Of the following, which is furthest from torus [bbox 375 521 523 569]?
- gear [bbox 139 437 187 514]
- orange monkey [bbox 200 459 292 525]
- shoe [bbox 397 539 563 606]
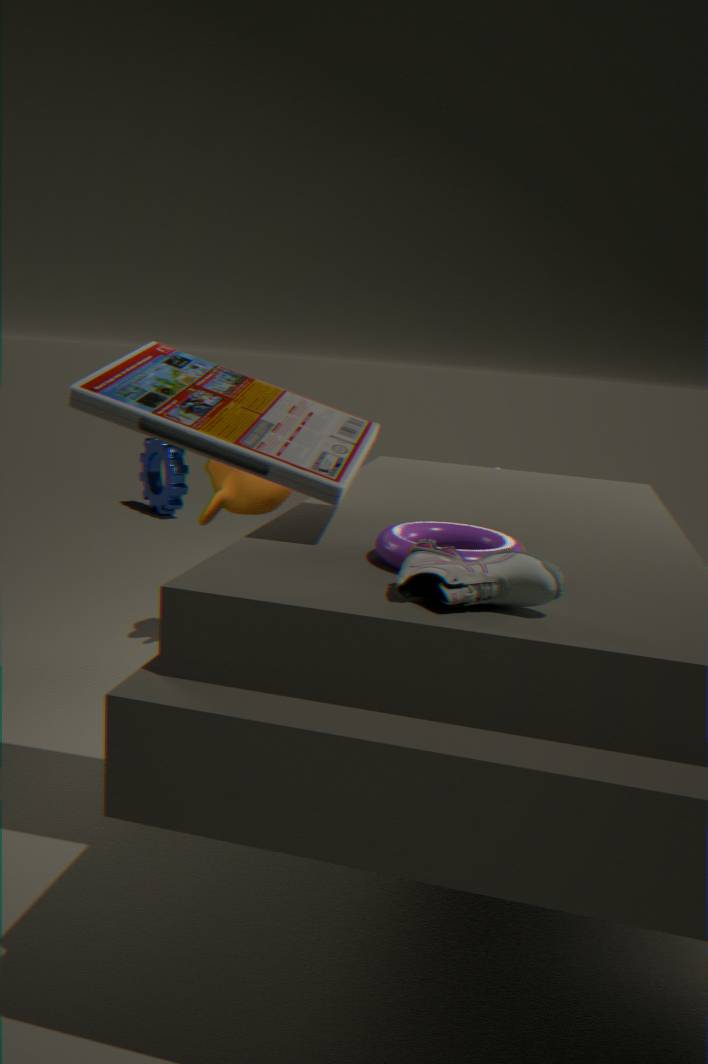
gear [bbox 139 437 187 514]
